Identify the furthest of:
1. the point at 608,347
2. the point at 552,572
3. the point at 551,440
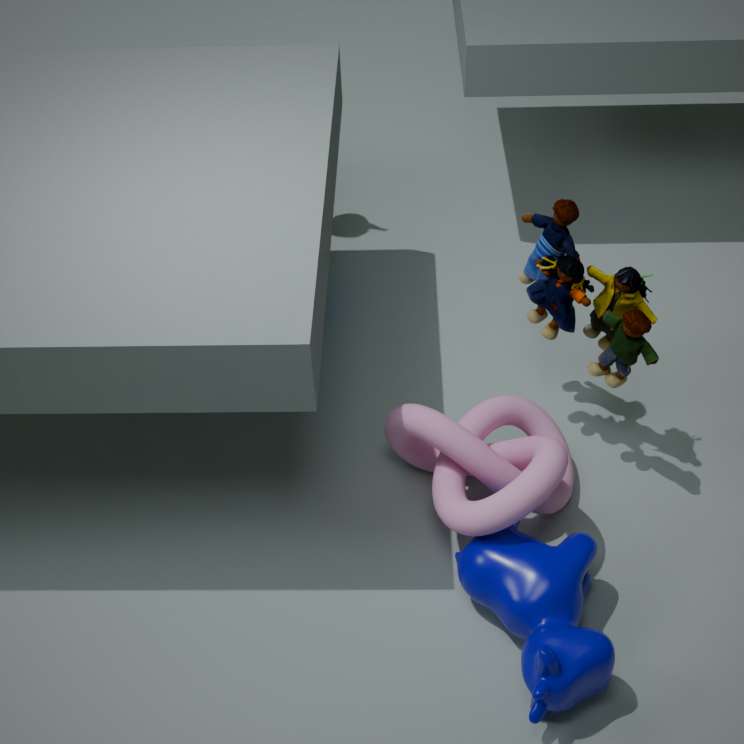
the point at 608,347
